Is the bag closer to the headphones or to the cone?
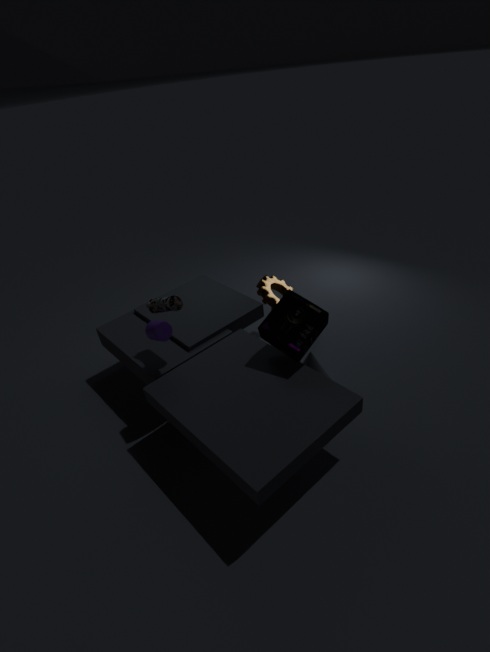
the headphones
